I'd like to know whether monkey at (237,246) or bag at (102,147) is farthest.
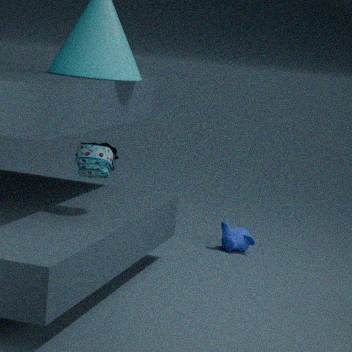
monkey at (237,246)
